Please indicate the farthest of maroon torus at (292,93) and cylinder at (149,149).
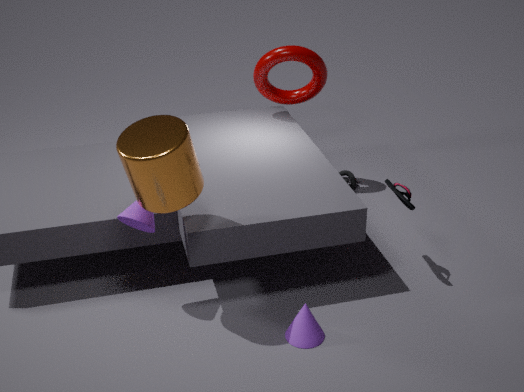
maroon torus at (292,93)
